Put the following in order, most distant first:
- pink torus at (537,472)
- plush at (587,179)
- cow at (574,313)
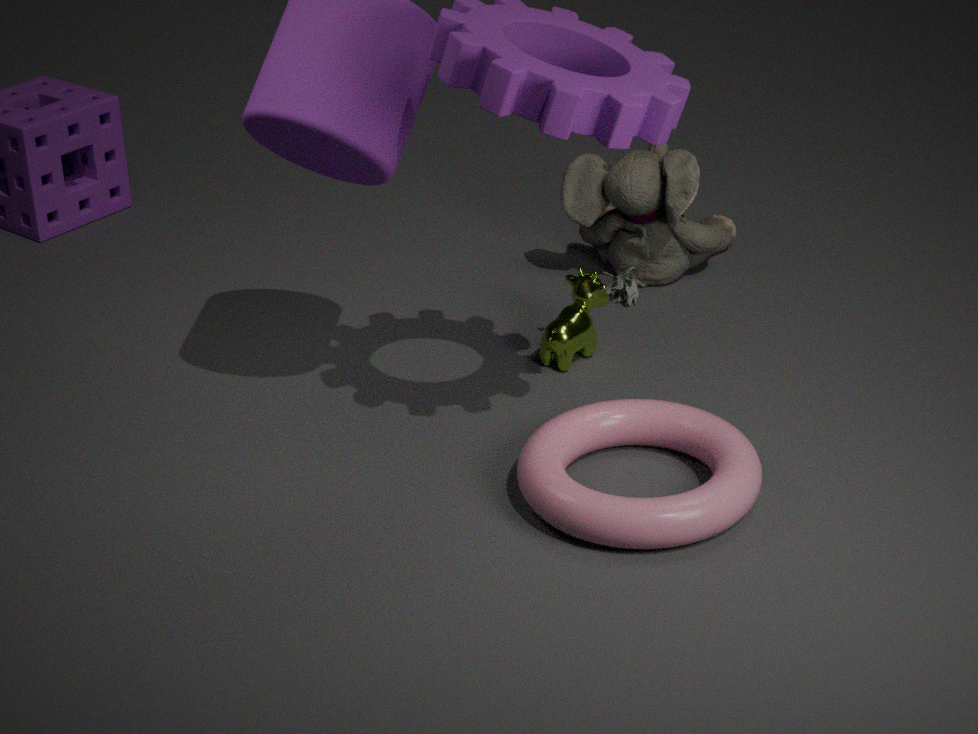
plush at (587,179)
cow at (574,313)
pink torus at (537,472)
